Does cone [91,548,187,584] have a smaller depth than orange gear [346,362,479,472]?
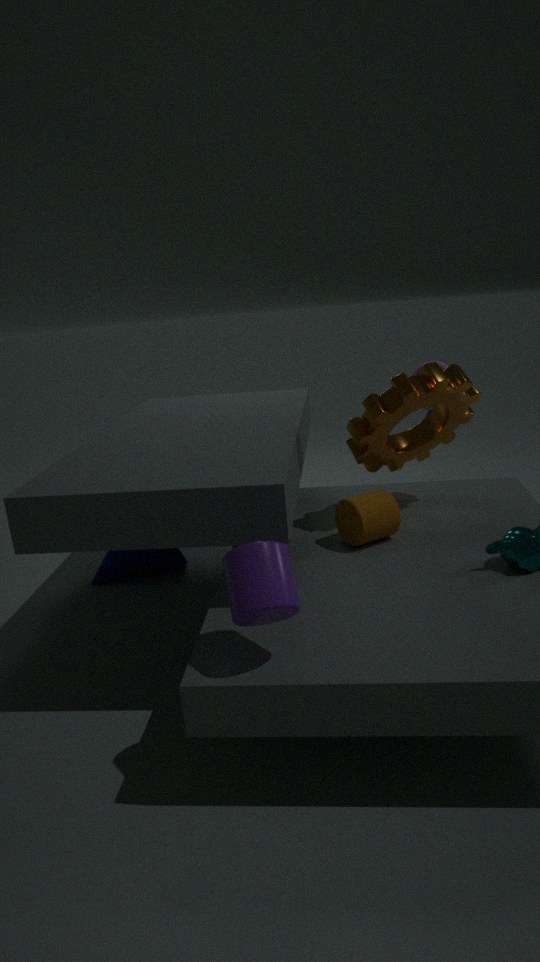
No
